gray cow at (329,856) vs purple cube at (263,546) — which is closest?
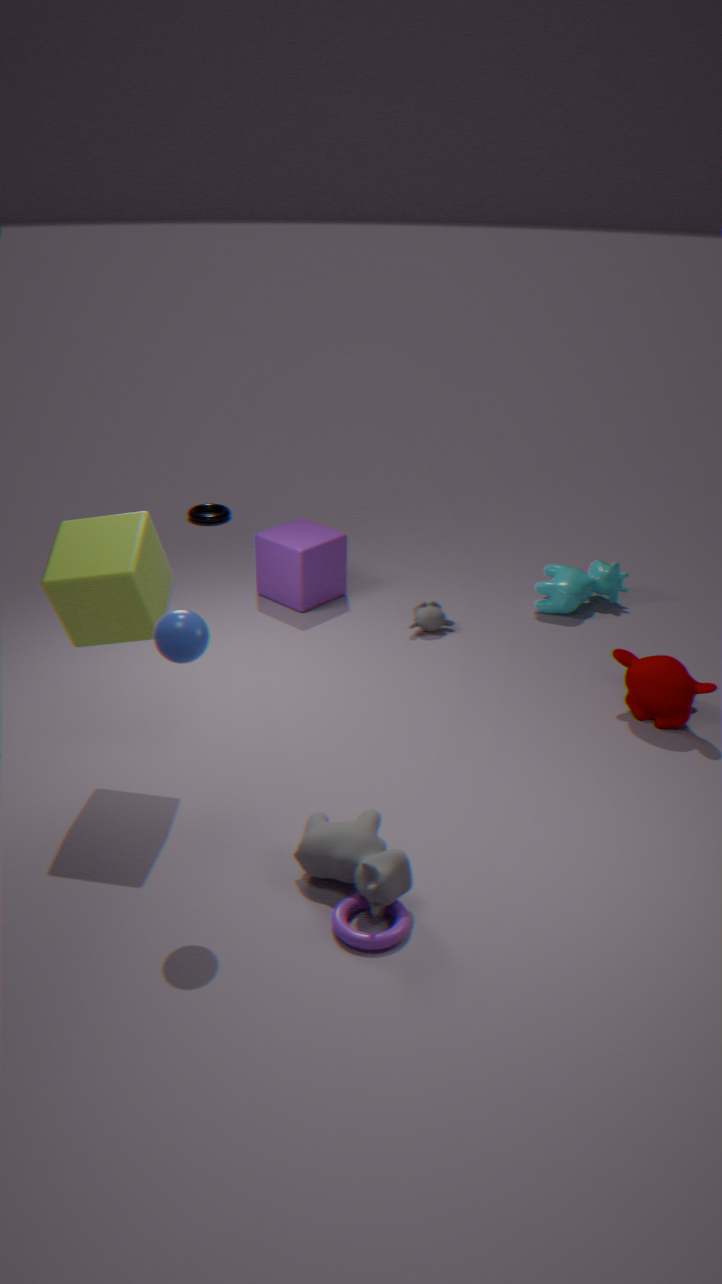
gray cow at (329,856)
